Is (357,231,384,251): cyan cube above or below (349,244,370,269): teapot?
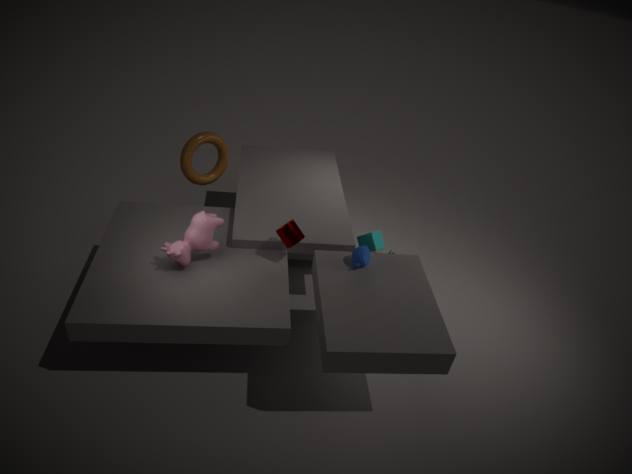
below
